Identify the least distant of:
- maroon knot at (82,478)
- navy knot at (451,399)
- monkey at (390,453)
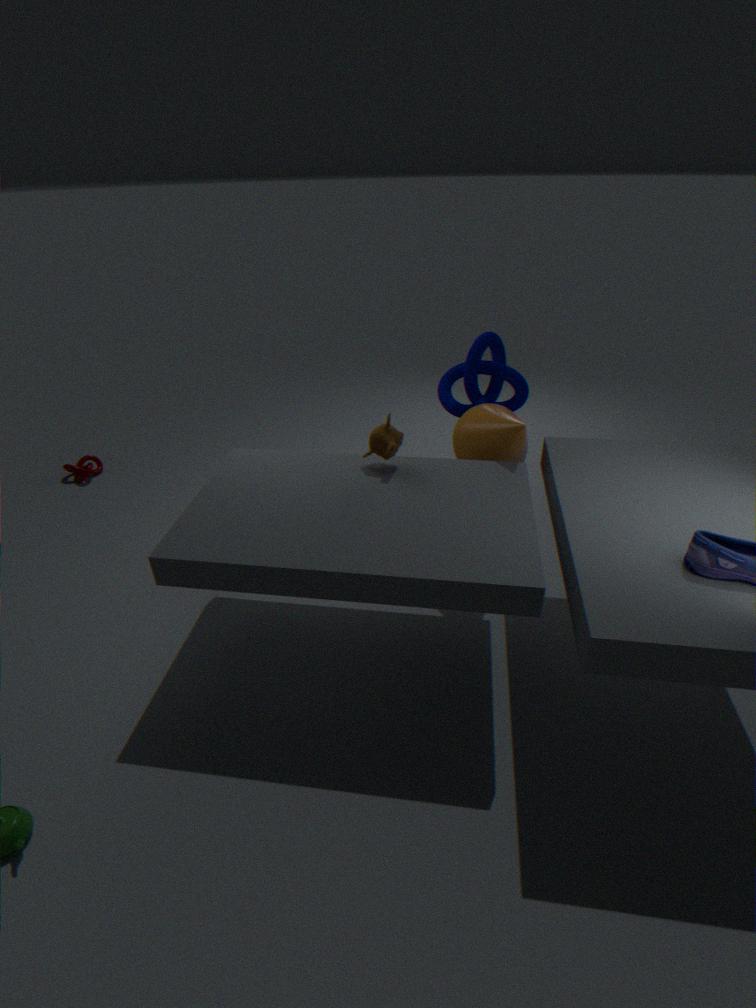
monkey at (390,453)
